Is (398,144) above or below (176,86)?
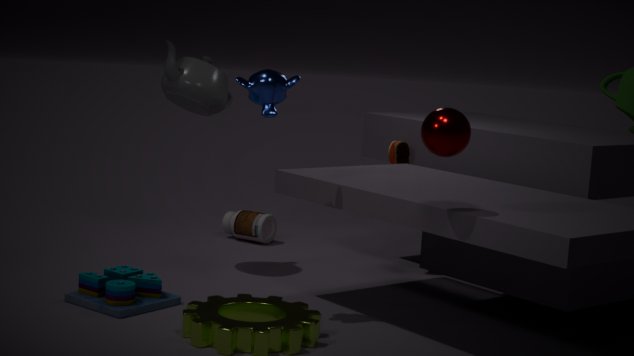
below
